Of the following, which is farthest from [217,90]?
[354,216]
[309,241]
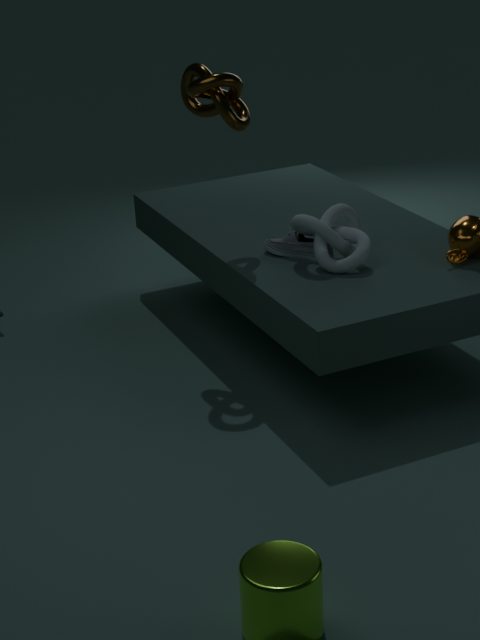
[354,216]
